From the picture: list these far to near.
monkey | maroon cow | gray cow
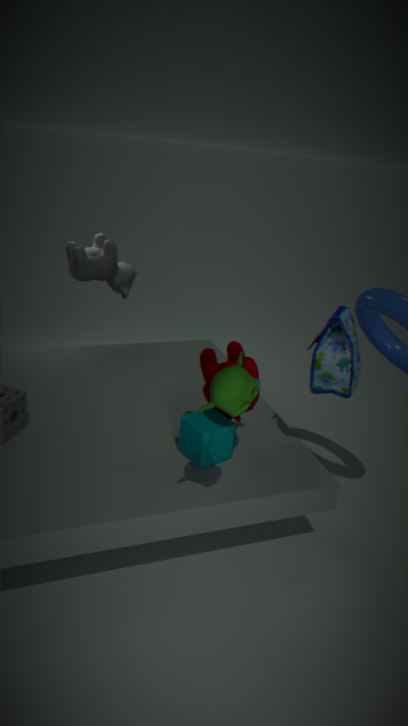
1. gray cow
2. maroon cow
3. monkey
